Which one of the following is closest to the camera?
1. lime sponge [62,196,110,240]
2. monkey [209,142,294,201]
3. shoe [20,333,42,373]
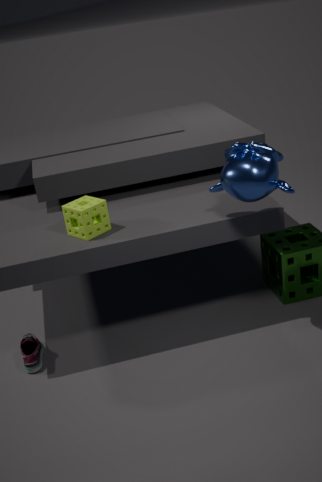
monkey [209,142,294,201]
